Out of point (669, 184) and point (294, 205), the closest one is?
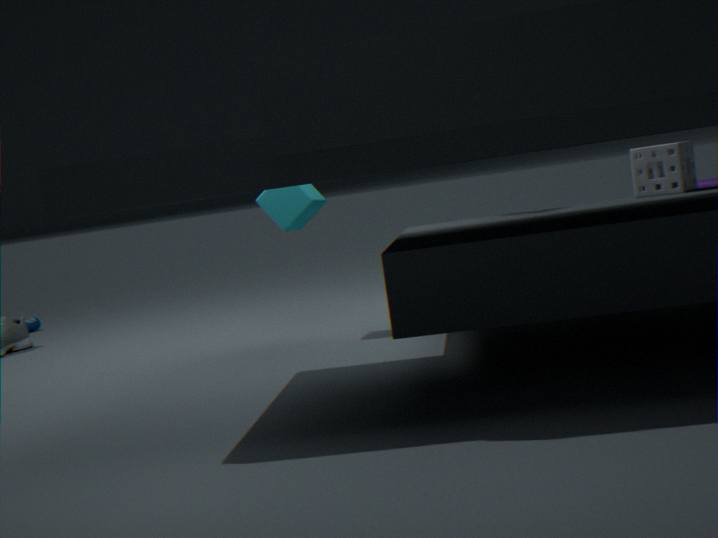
point (669, 184)
